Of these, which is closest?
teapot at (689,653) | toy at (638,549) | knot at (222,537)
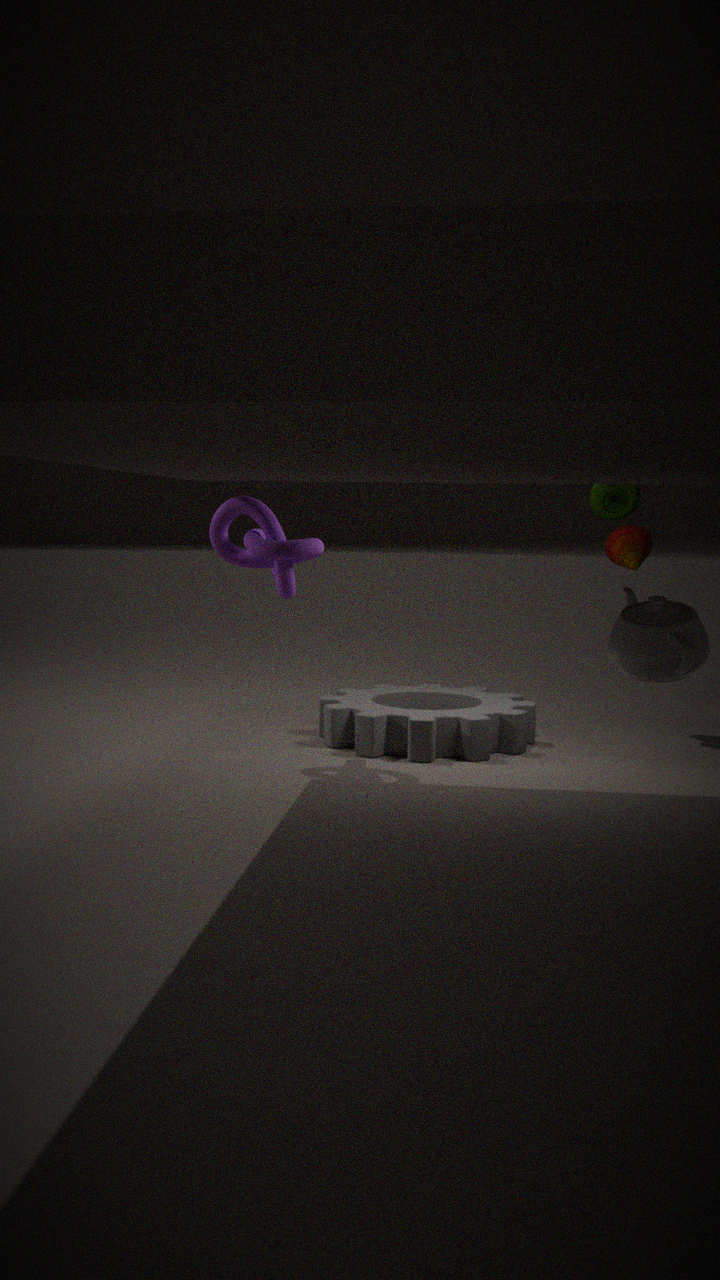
teapot at (689,653)
